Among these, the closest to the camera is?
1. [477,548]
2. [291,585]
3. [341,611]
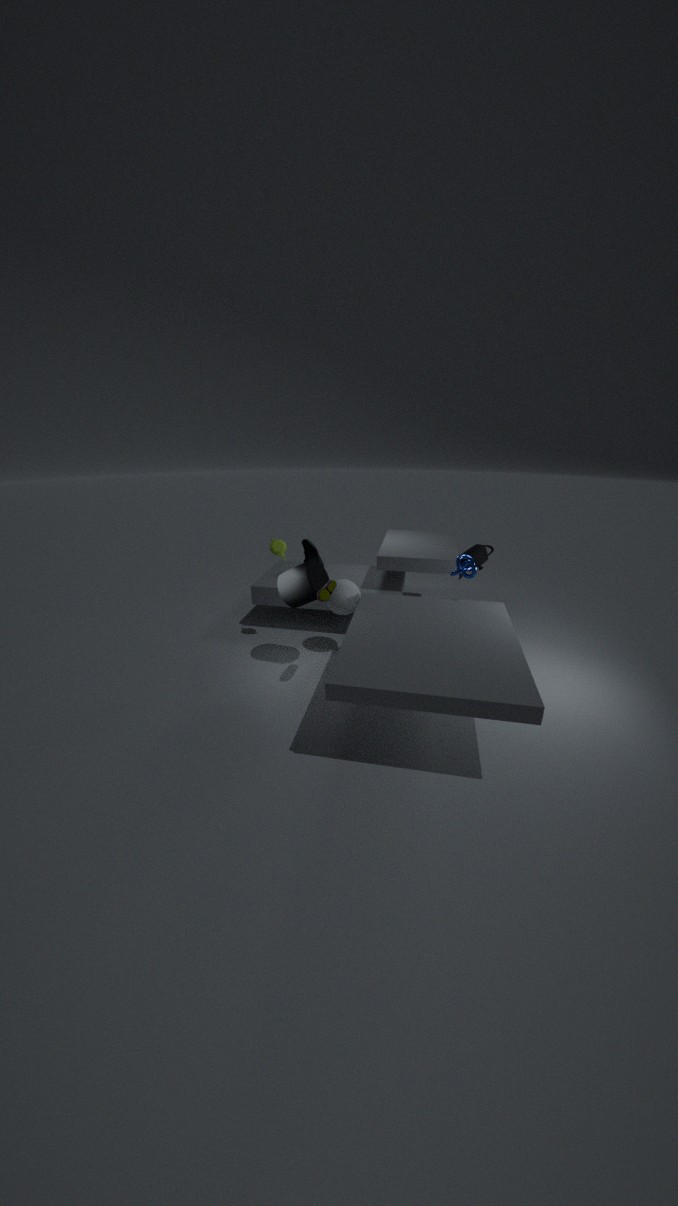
[291,585]
